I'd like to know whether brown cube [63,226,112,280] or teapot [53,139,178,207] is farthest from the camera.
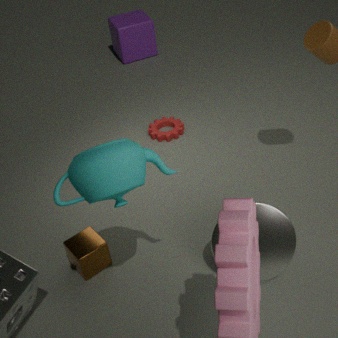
brown cube [63,226,112,280]
